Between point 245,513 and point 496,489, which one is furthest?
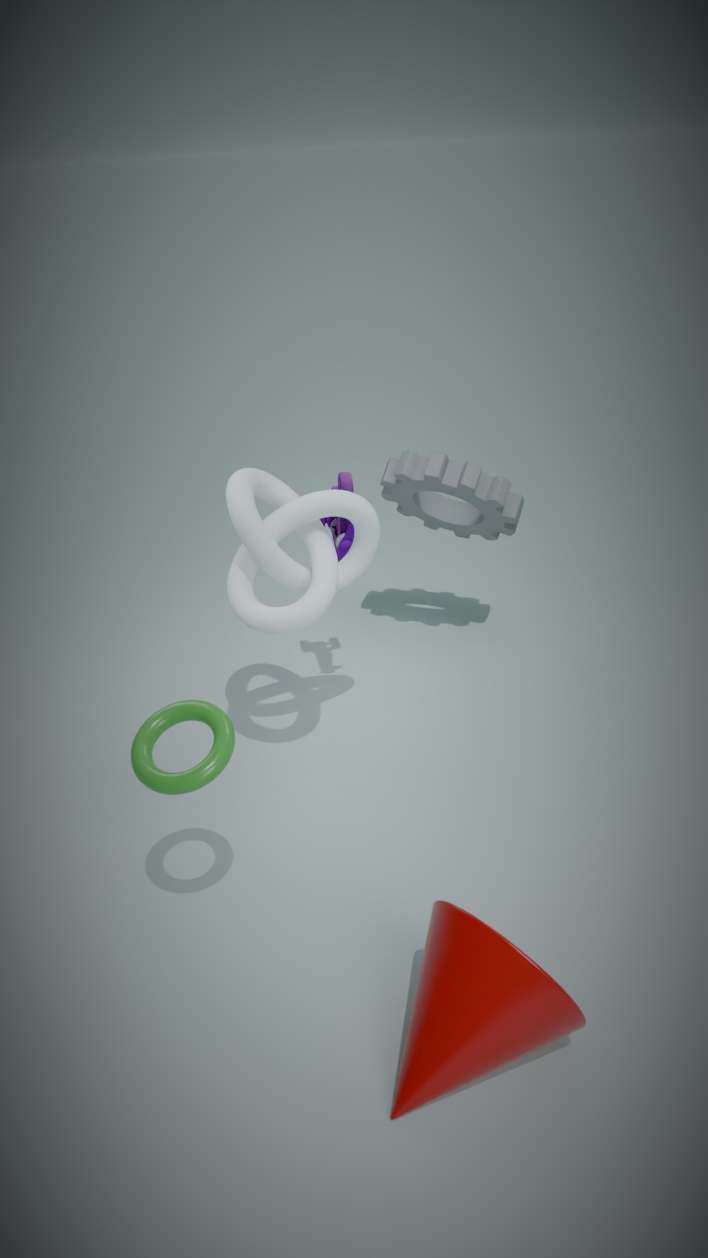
point 496,489
